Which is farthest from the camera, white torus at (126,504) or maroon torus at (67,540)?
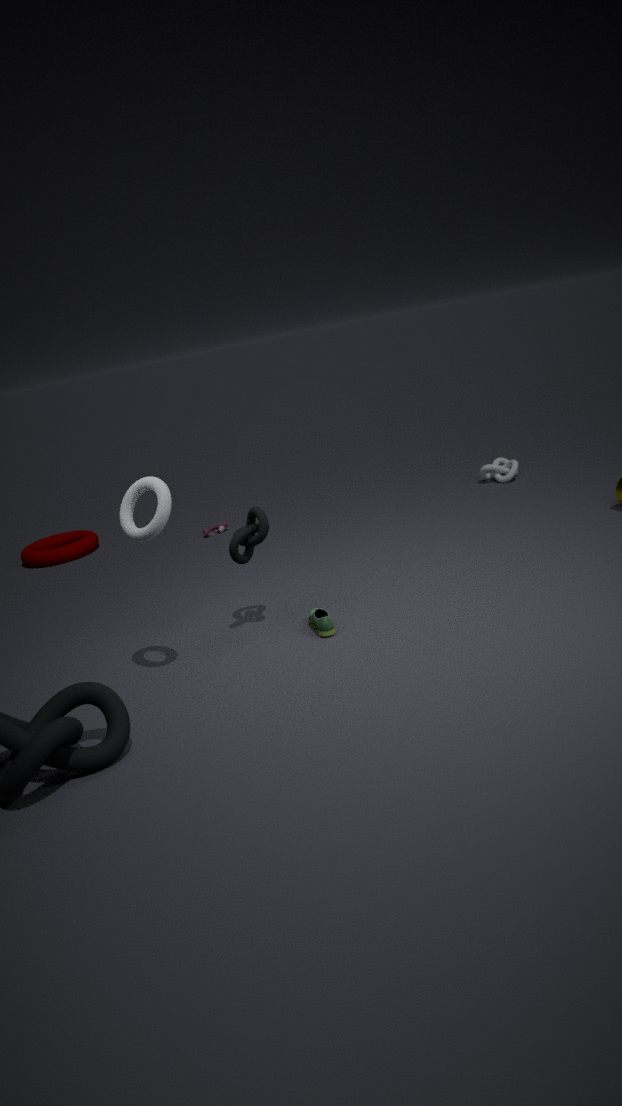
maroon torus at (67,540)
